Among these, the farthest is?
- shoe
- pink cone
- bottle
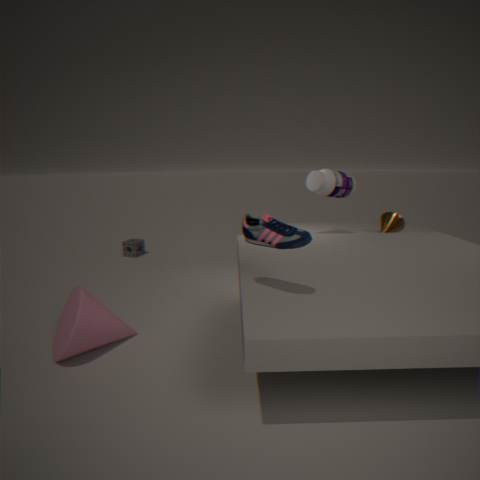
bottle
